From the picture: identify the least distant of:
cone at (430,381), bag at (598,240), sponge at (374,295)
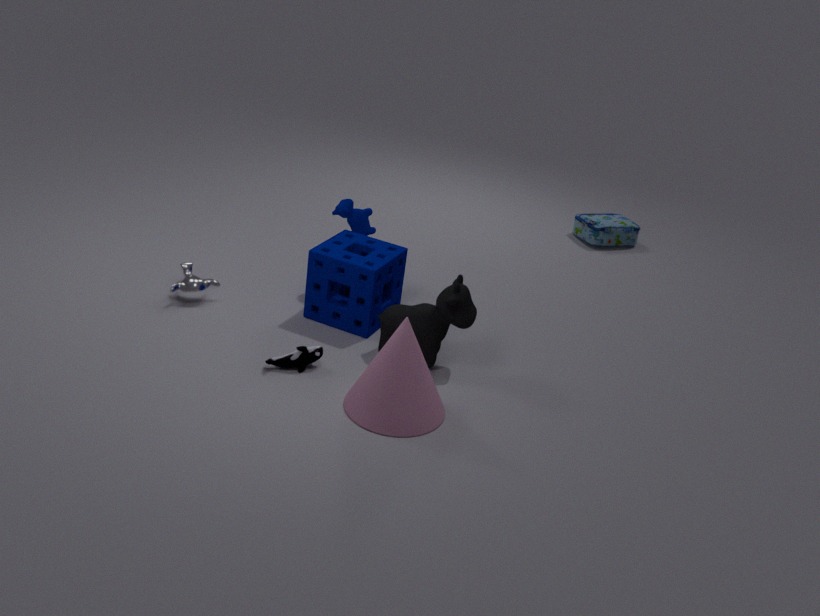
cone at (430,381)
